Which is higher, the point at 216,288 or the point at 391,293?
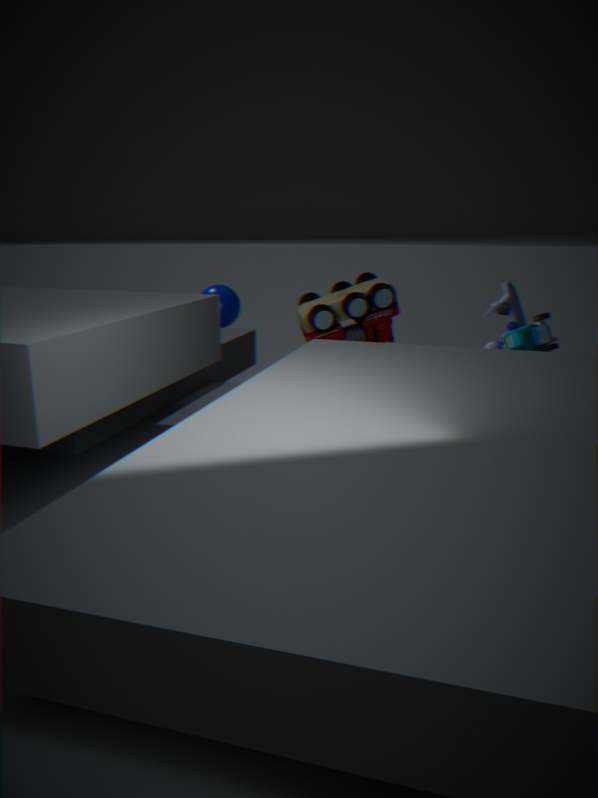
the point at 391,293
